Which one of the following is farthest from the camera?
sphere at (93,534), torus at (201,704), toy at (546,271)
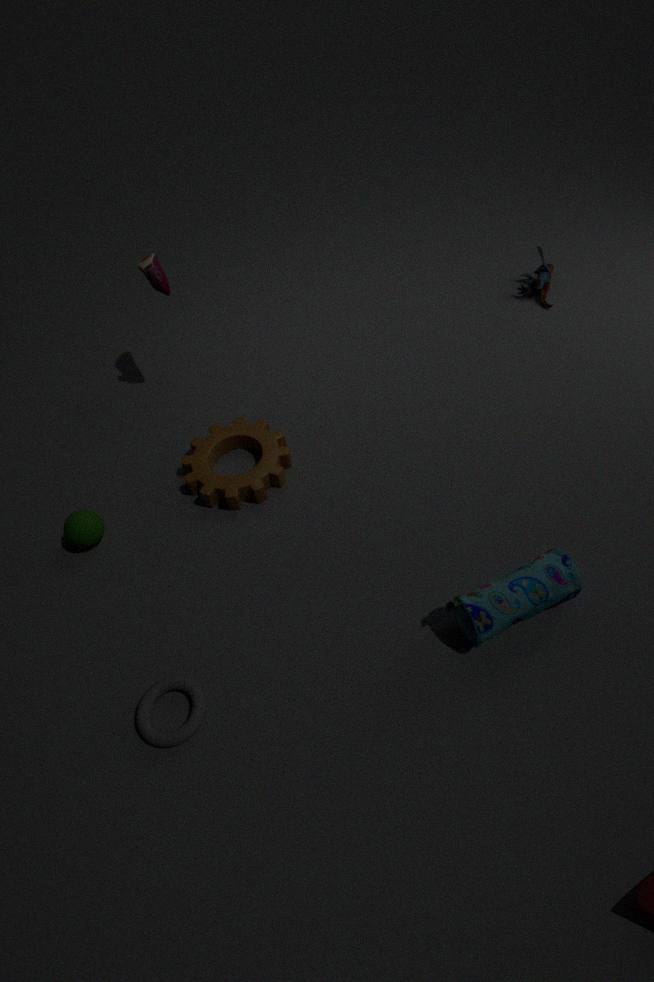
toy at (546,271)
